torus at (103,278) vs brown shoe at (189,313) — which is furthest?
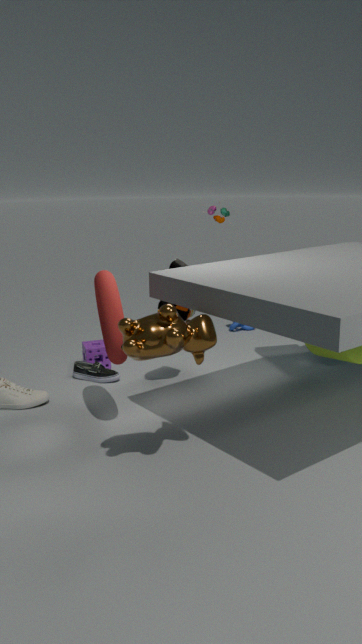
brown shoe at (189,313)
